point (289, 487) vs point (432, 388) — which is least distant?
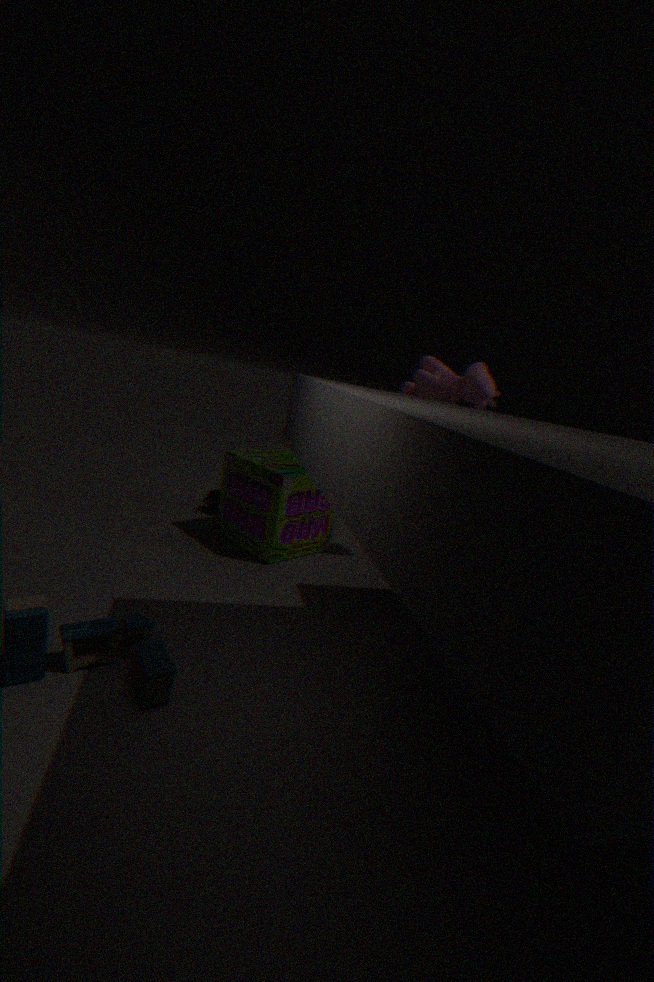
point (289, 487)
